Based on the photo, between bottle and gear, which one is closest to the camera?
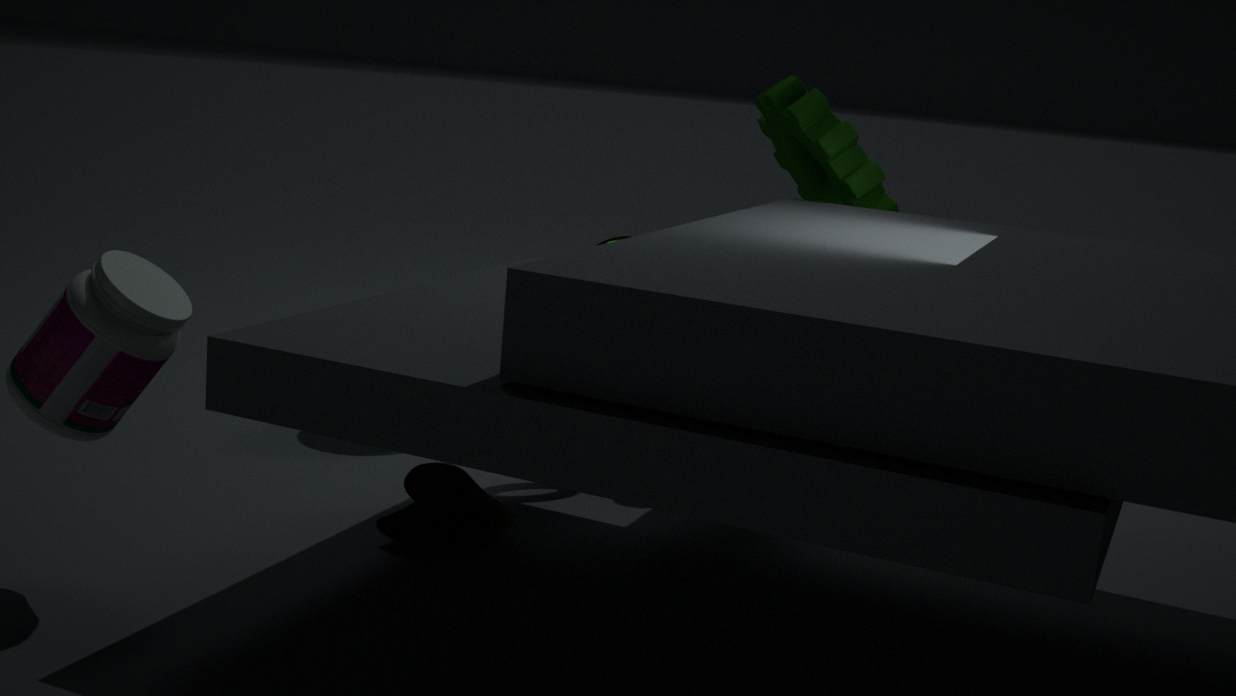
bottle
